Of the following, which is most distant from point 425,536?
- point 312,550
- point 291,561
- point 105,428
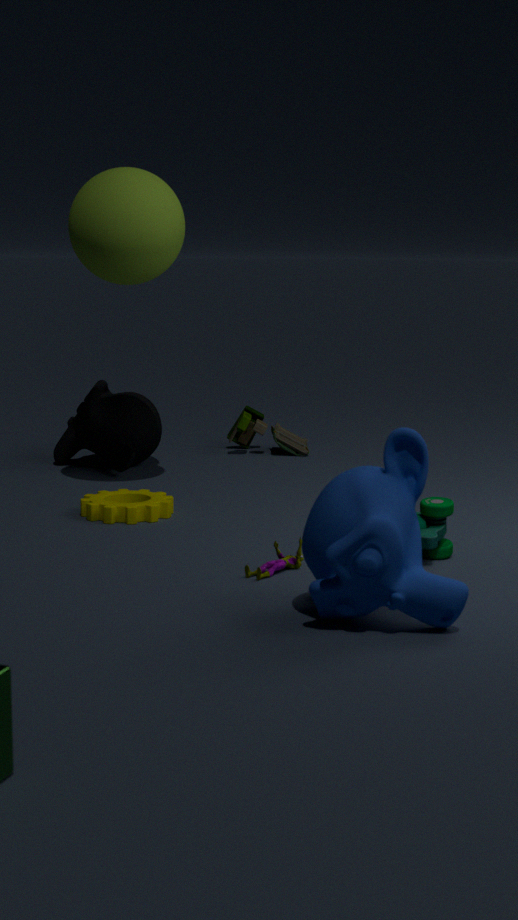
point 105,428
